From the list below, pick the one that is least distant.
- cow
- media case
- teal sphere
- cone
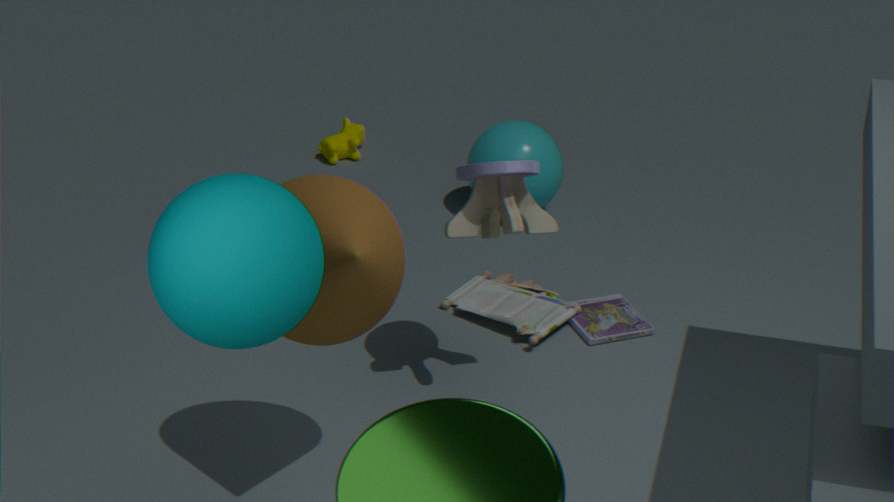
teal sphere
